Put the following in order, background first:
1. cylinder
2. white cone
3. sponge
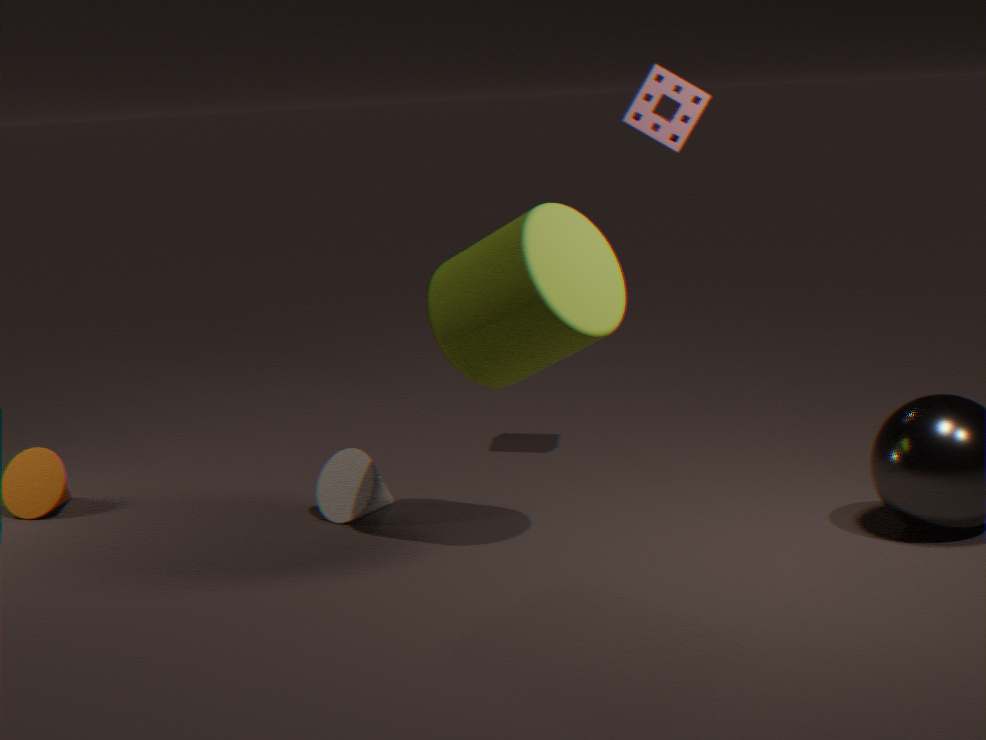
1. white cone
2. sponge
3. cylinder
